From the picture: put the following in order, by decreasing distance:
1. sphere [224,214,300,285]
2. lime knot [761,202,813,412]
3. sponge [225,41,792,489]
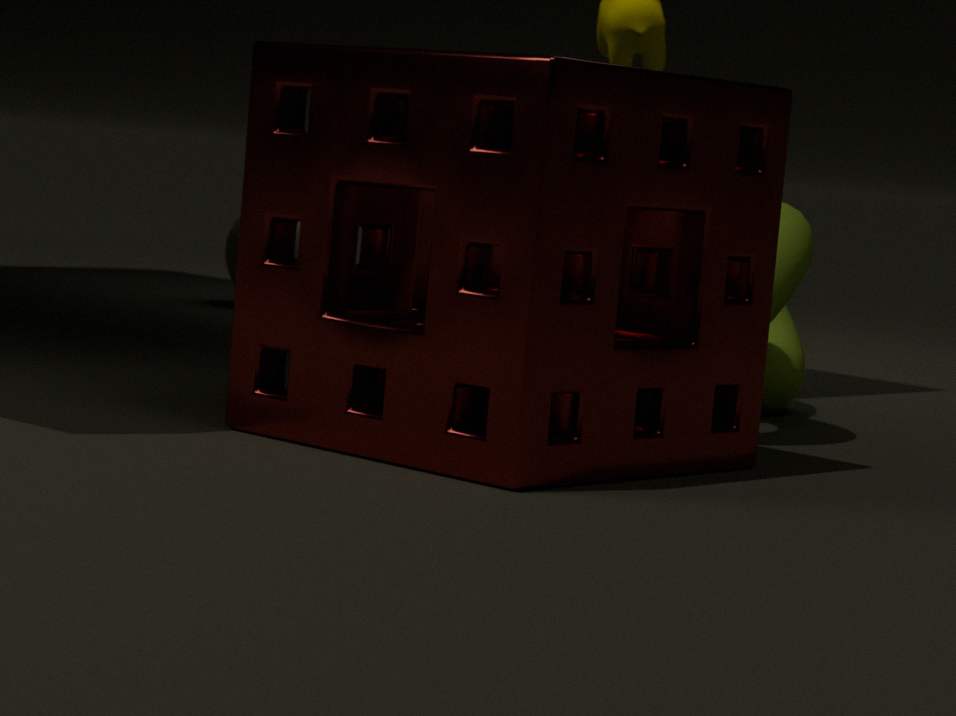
sphere [224,214,300,285], lime knot [761,202,813,412], sponge [225,41,792,489]
